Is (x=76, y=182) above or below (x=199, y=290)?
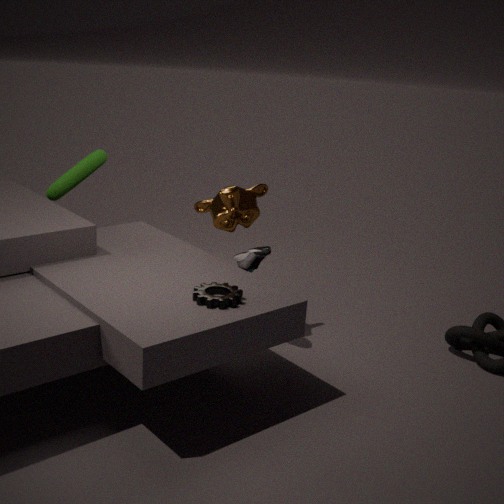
above
